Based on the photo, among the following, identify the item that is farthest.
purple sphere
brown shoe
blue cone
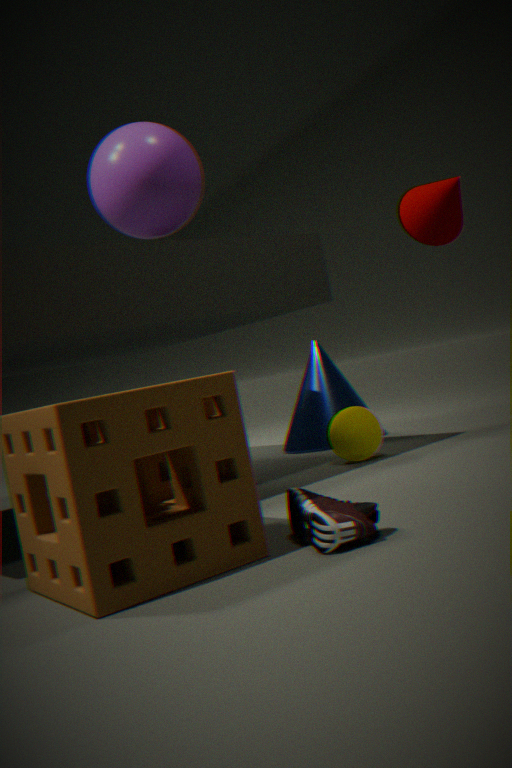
blue cone
